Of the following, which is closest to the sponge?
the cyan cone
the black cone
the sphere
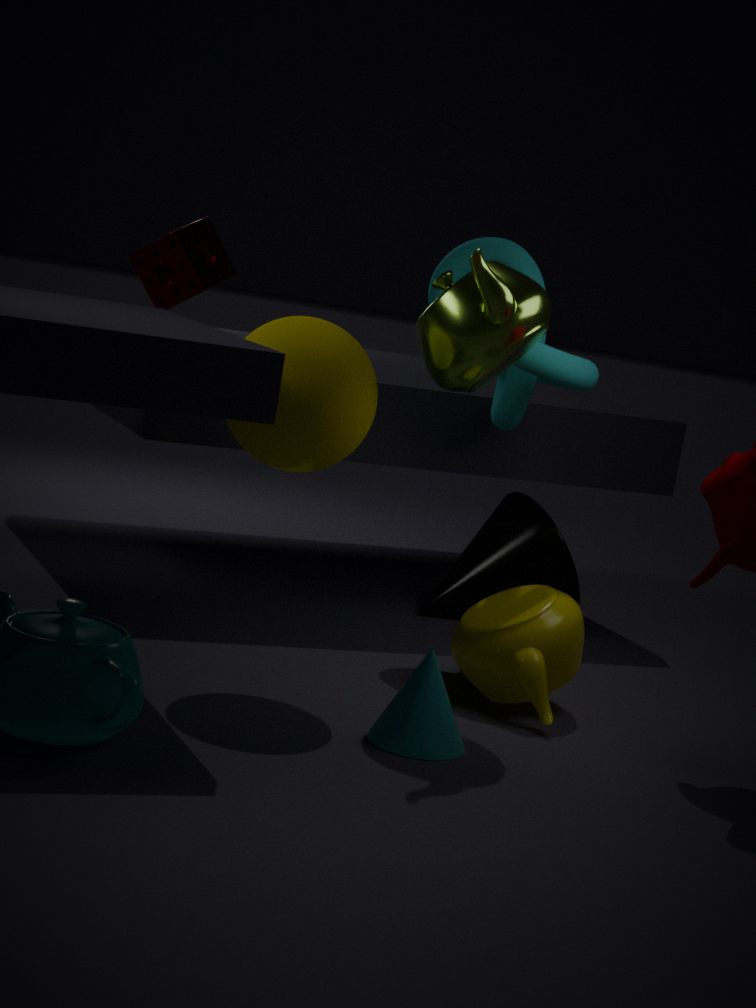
the sphere
